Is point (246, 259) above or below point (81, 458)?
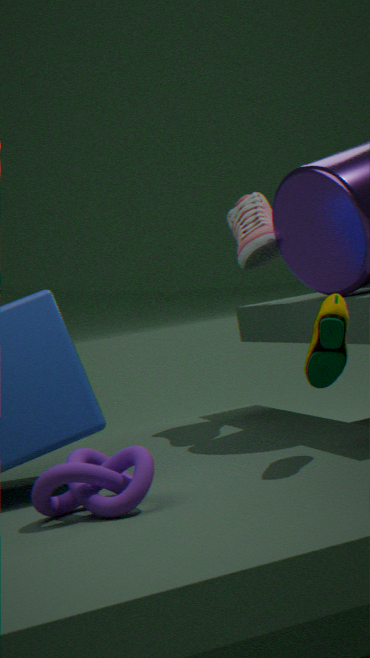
above
